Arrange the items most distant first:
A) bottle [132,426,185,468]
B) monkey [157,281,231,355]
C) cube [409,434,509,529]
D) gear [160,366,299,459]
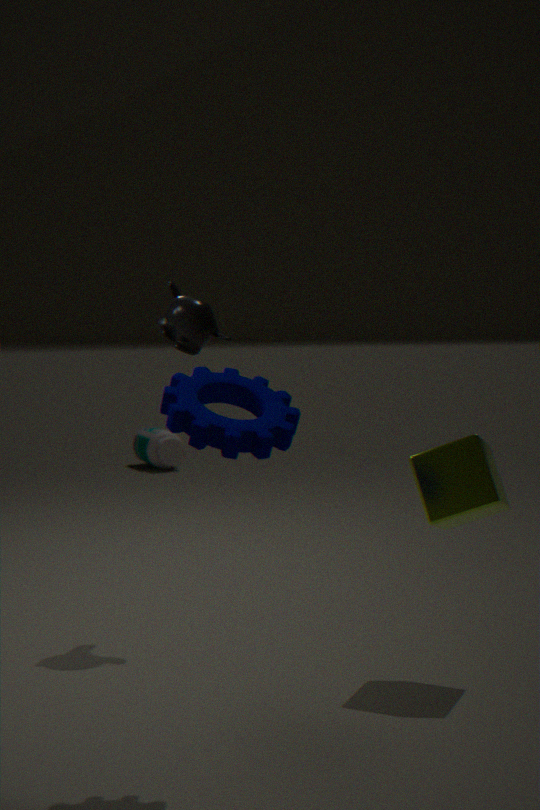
bottle [132,426,185,468] → monkey [157,281,231,355] → cube [409,434,509,529] → gear [160,366,299,459]
